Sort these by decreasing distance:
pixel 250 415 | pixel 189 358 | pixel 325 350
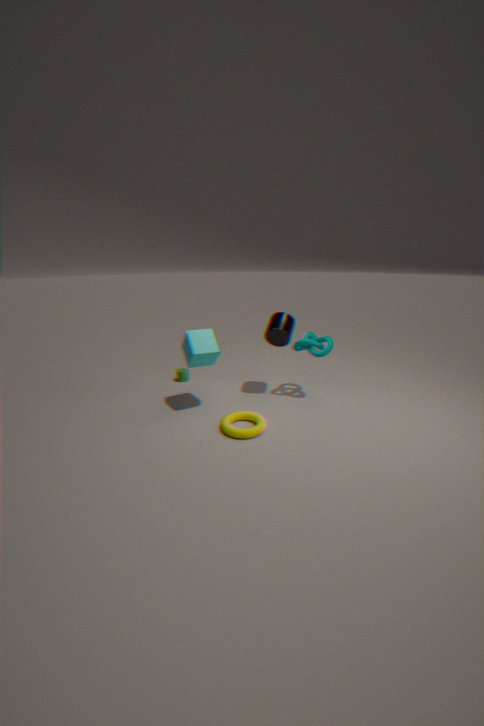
pixel 325 350, pixel 189 358, pixel 250 415
